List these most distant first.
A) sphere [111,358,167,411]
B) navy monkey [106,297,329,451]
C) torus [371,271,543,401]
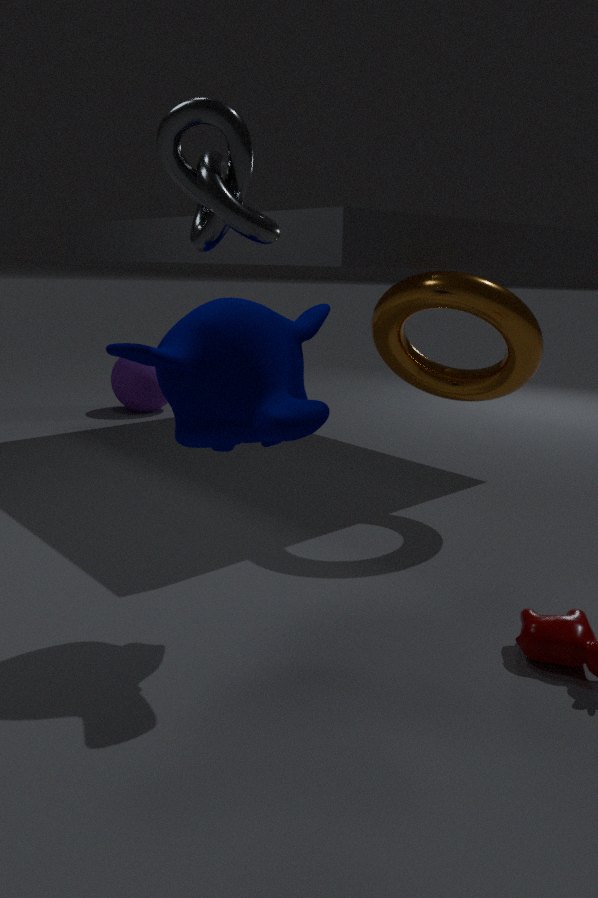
1. sphere [111,358,167,411]
2. torus [371,271,543,401]
3. navy monkey [106,297,329,451]
